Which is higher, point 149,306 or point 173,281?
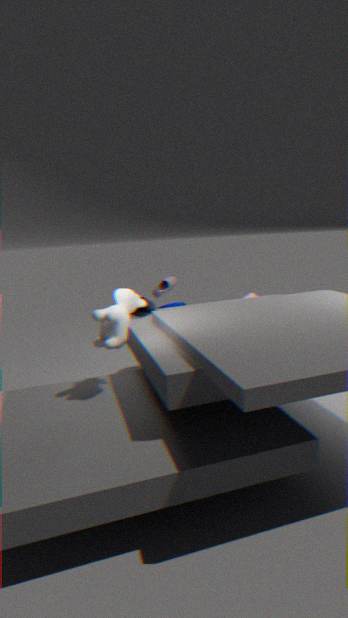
point 173,281
